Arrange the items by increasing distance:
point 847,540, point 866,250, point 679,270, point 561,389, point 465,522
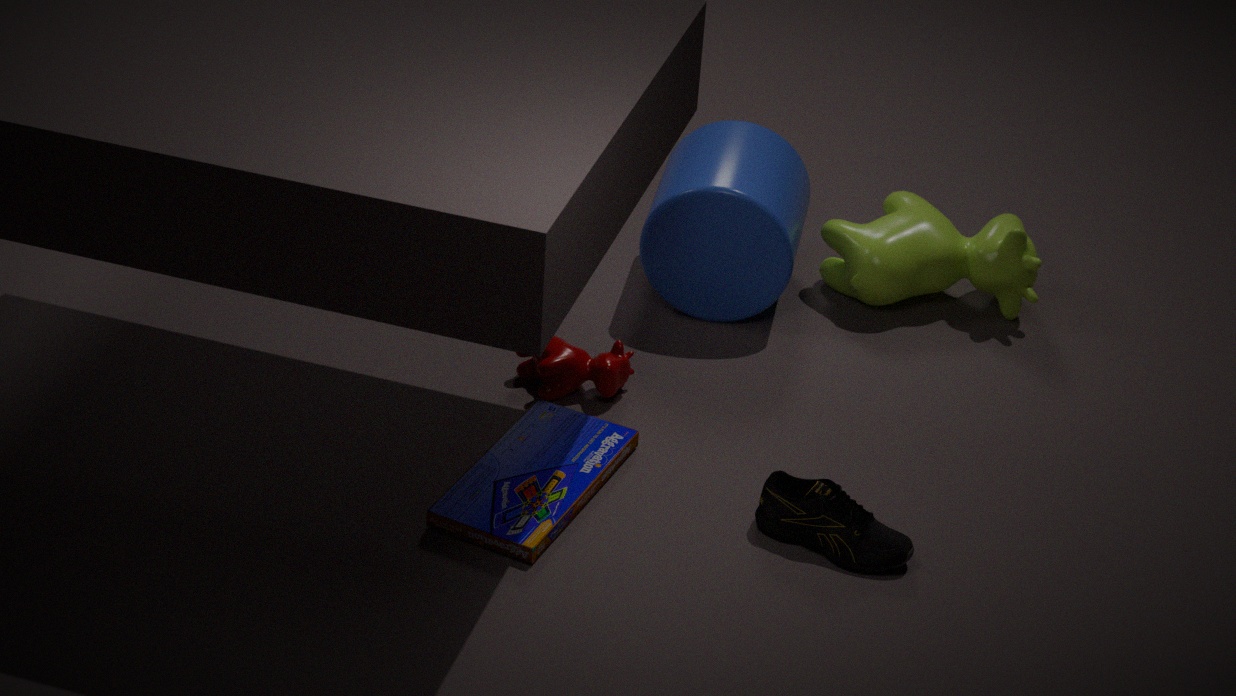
1. point 465,522
2. point 847,540
3. point 561,389
4. point 679,270
5. point 866,250
